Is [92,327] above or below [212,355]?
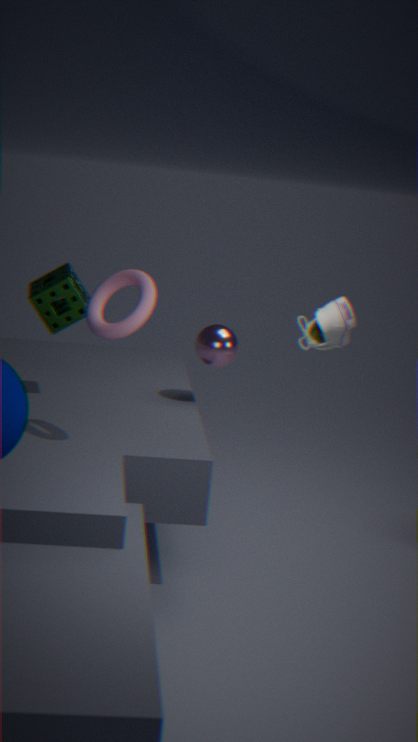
above
